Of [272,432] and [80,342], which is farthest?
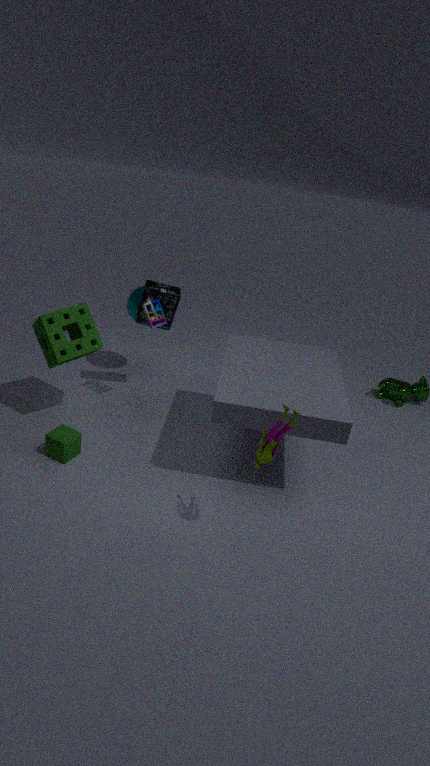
[80,342]
